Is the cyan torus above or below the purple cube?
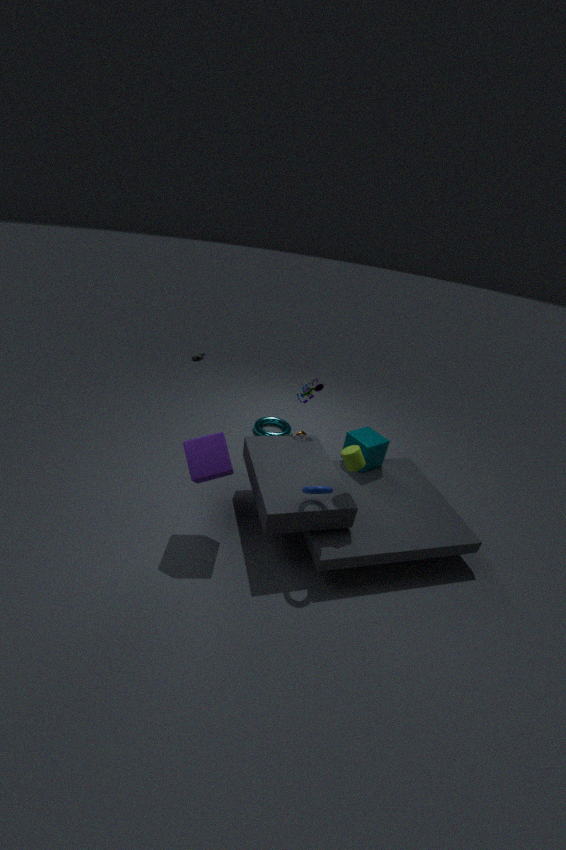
below
